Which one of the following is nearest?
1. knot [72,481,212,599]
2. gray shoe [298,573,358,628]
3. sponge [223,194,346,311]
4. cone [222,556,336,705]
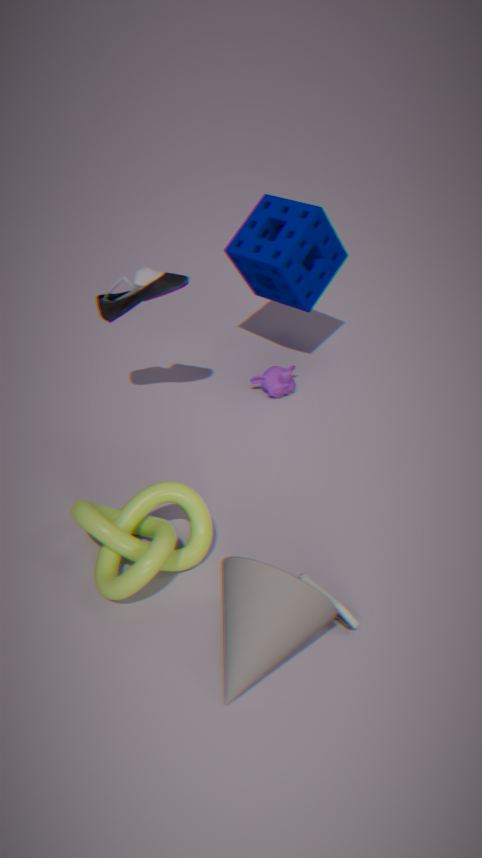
cone [222,556,336,705]
